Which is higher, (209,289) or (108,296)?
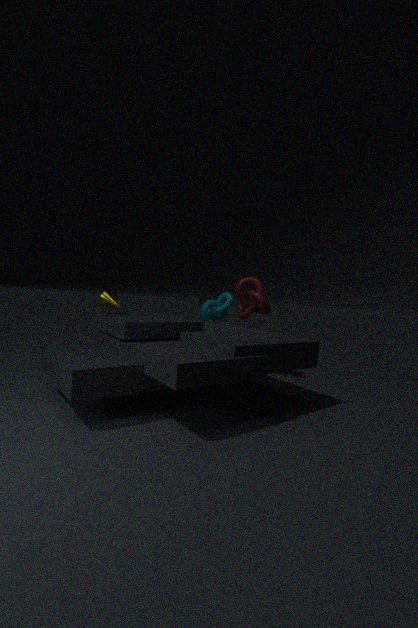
(209,289)
